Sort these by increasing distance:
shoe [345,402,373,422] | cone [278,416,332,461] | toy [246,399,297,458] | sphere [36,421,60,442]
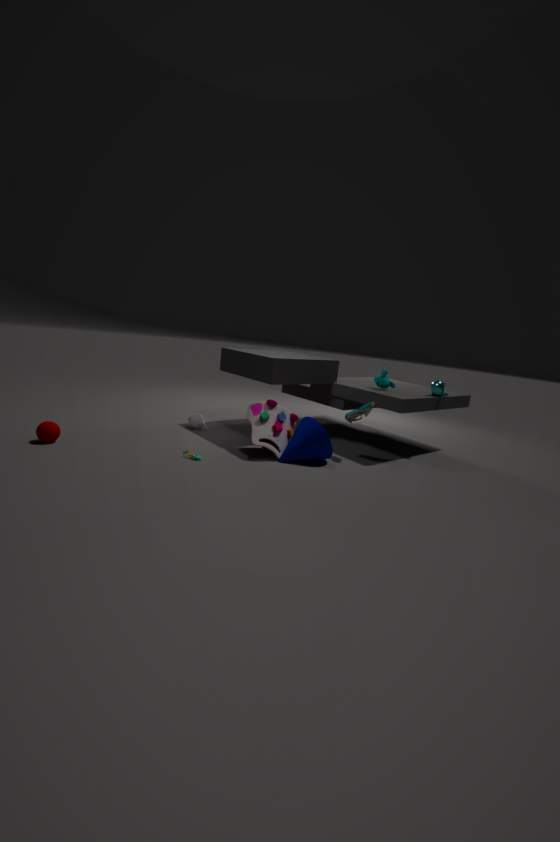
1. sphere [36,421,60,442]
2. cone [278,416,332,461]
3. toy [246,399,297,458]
4. shoe [345,402,373,422]
